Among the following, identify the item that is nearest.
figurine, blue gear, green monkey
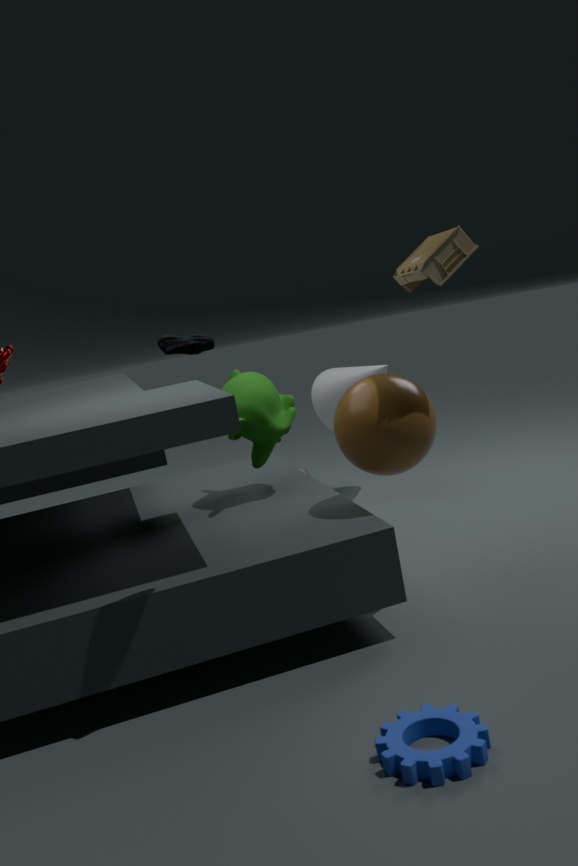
blue gear
